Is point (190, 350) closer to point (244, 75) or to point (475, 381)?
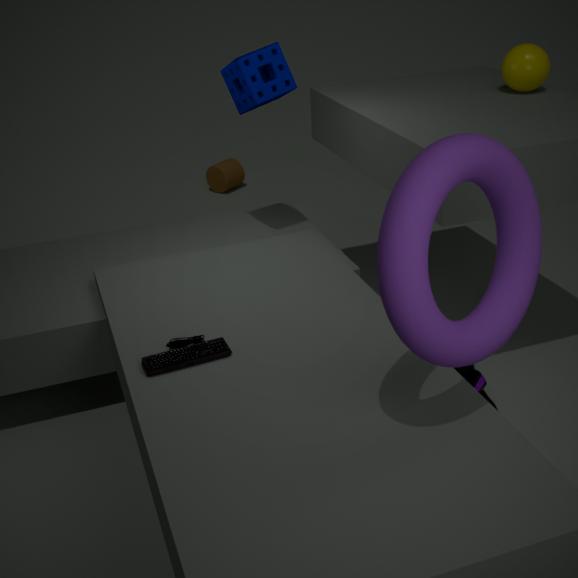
point (475, 381)
